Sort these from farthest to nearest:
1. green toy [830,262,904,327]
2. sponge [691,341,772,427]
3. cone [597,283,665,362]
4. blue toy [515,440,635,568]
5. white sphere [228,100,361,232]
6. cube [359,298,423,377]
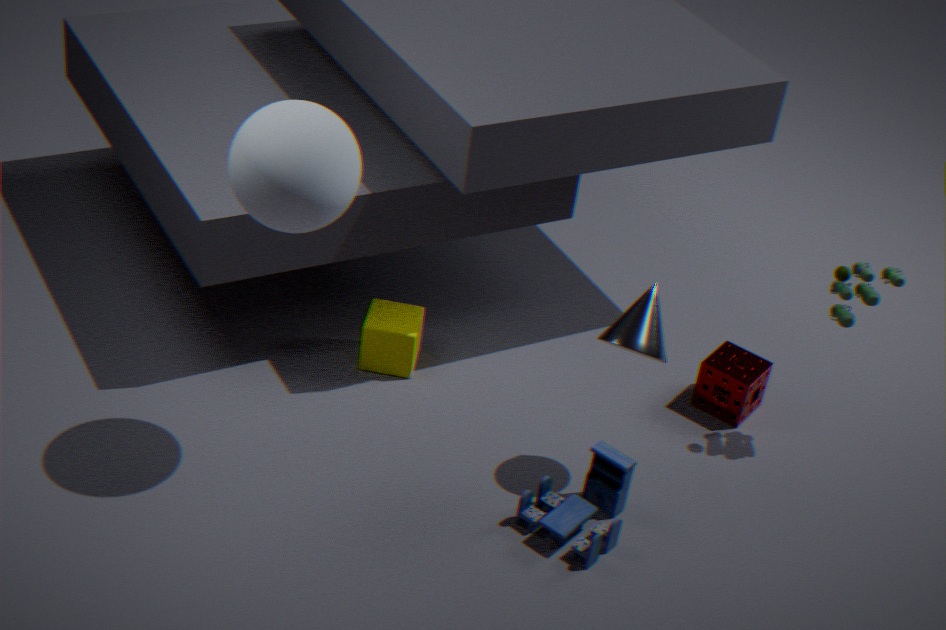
sponge [691,341,772,427] → cube [359,298,423,377] → green toy [830,262,904,327] → cone [597,283,665,362] → blue toy [515,440,635,568] → white sphere [228,100,361,232]
